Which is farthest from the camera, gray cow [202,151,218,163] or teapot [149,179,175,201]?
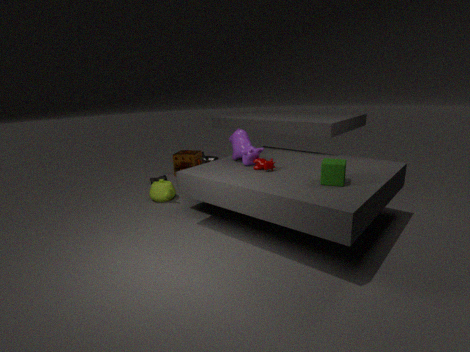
gray cow [202,151,218,163]
